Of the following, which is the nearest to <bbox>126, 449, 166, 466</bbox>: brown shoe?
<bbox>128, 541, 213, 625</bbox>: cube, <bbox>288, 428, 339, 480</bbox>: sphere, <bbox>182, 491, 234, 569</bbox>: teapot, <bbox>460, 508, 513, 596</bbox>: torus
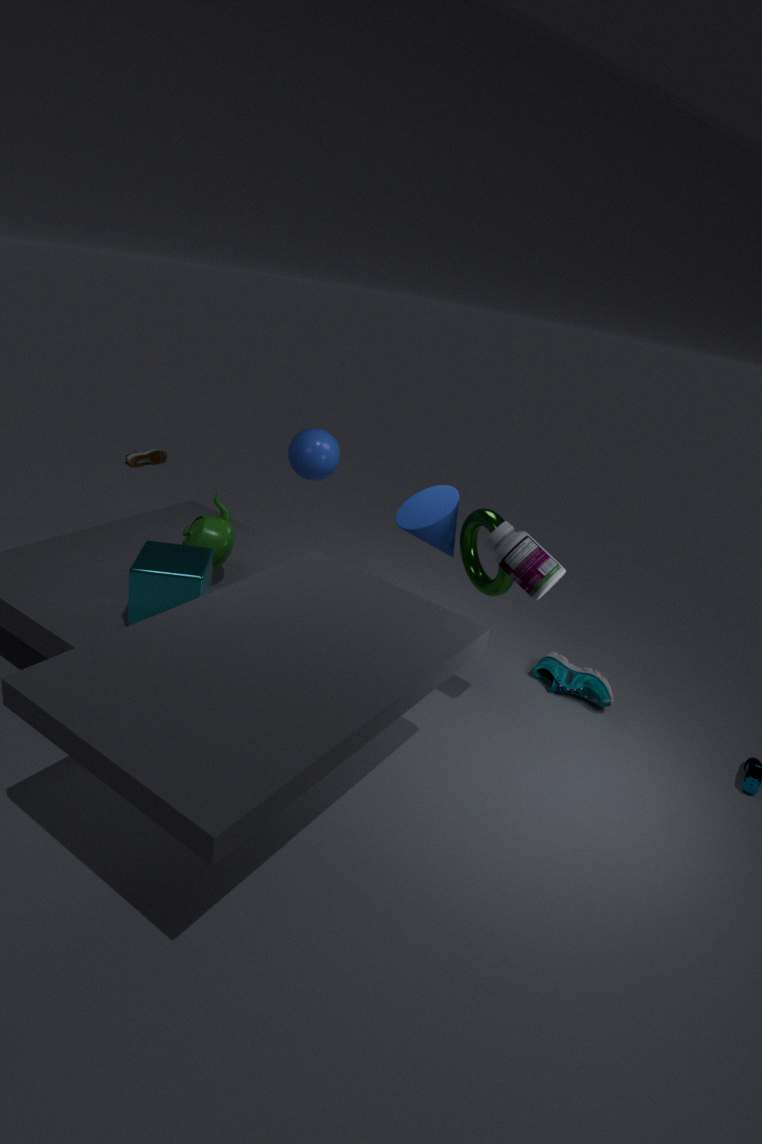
<bbox>288, 428, 339, 480</bbox>: sphere
